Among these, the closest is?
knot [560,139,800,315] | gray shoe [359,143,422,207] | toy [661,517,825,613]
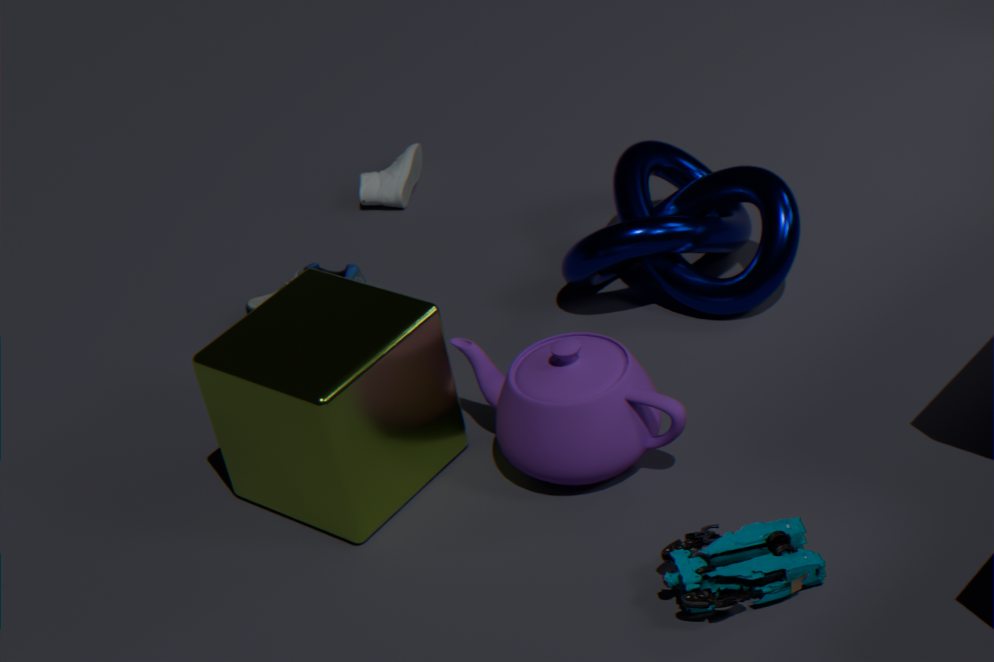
toy [661,517,825,613]
